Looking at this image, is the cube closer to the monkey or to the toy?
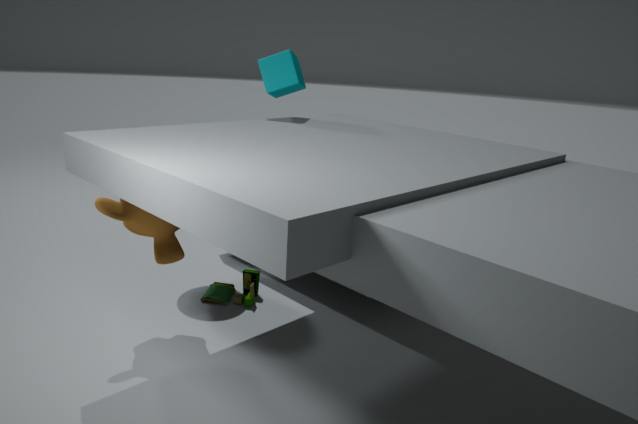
the monkey
